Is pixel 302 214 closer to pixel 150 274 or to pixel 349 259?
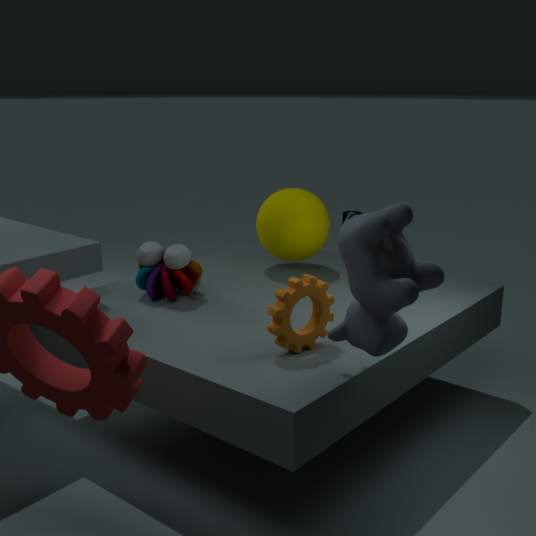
pixel 150 274
